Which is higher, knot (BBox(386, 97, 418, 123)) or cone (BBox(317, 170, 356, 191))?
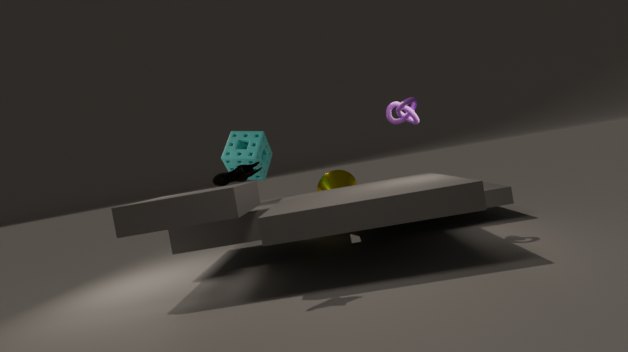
knot (BBox(386, 97, 418, 123))
